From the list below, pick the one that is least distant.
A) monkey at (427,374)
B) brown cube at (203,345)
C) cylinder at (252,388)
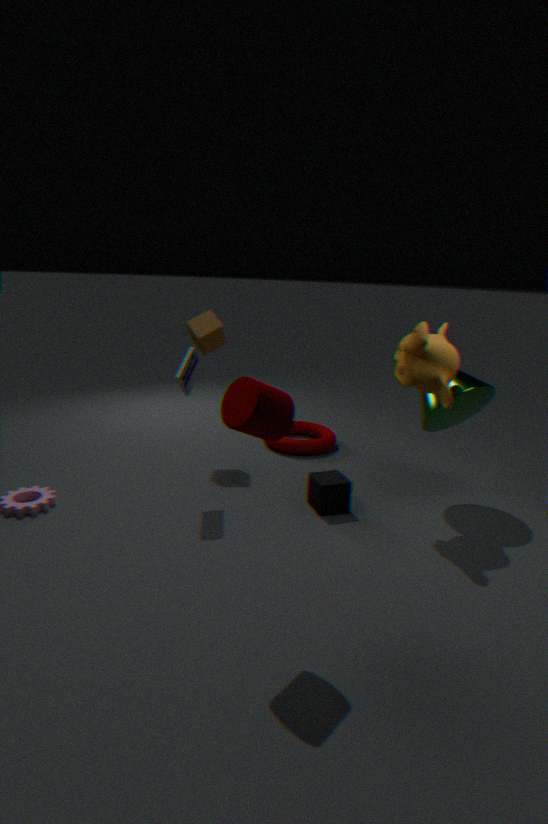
cylinder at (252,388)
